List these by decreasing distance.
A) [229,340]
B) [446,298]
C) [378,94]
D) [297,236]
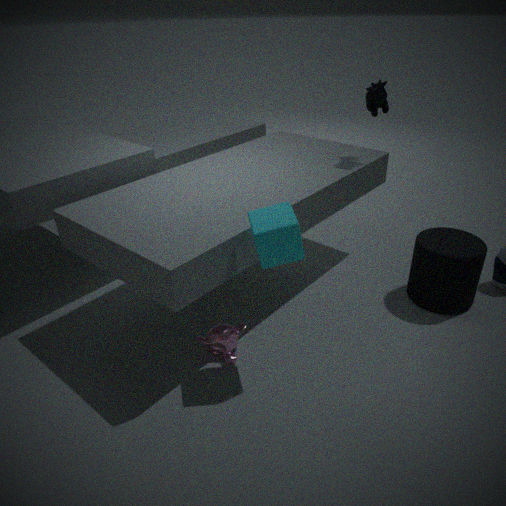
1. [378,94]
2. [446,298]
3. [229,340]
4. [297,236]
